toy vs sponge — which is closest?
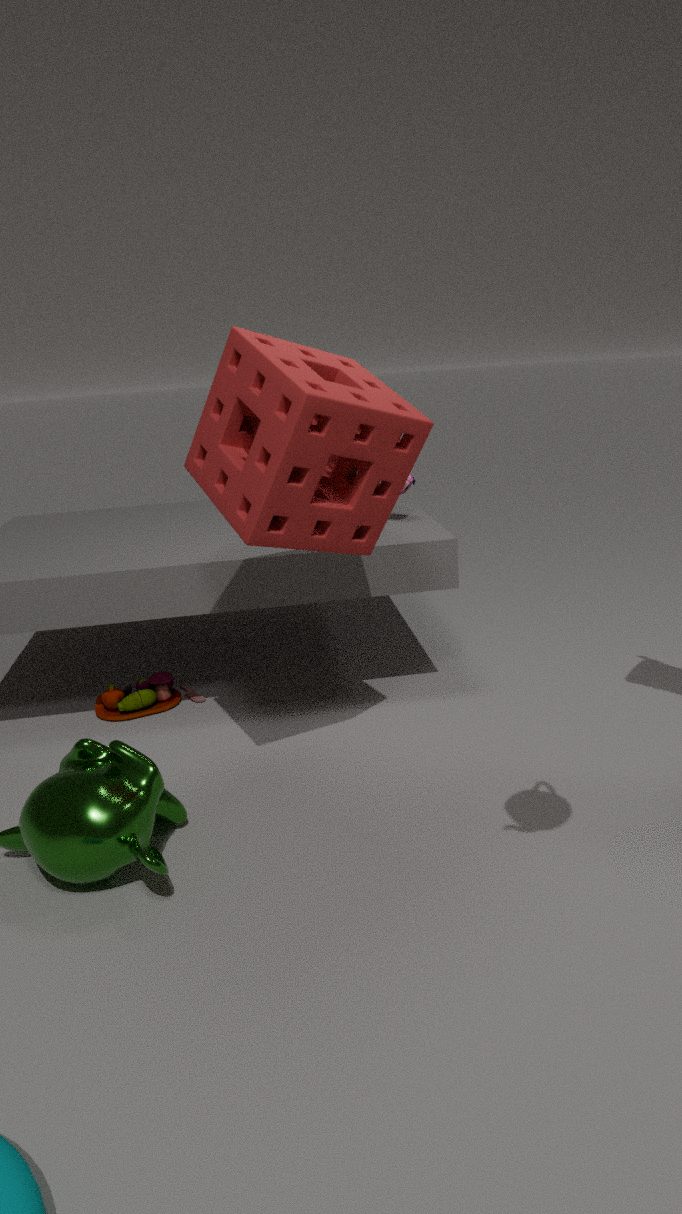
sponge
